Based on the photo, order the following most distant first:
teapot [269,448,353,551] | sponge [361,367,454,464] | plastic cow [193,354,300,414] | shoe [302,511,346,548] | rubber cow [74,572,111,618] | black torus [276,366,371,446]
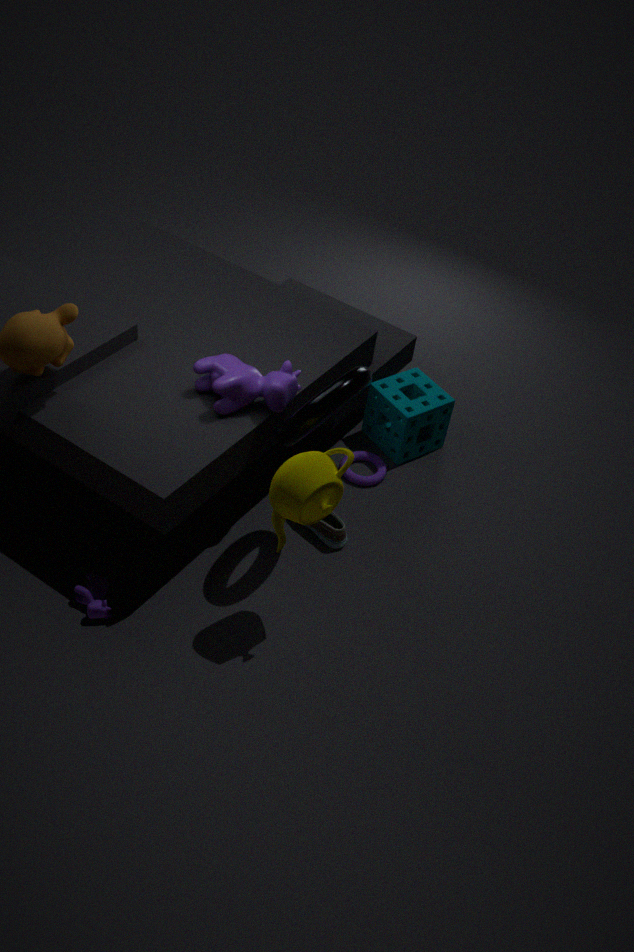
sponge [361,367,454,464], shoe [302,511,346,548], plastic cow [193,354,300,414], rubber cow [74,572,111,618], black torus [276,366,371,446], teapot [269,448,353,551]
